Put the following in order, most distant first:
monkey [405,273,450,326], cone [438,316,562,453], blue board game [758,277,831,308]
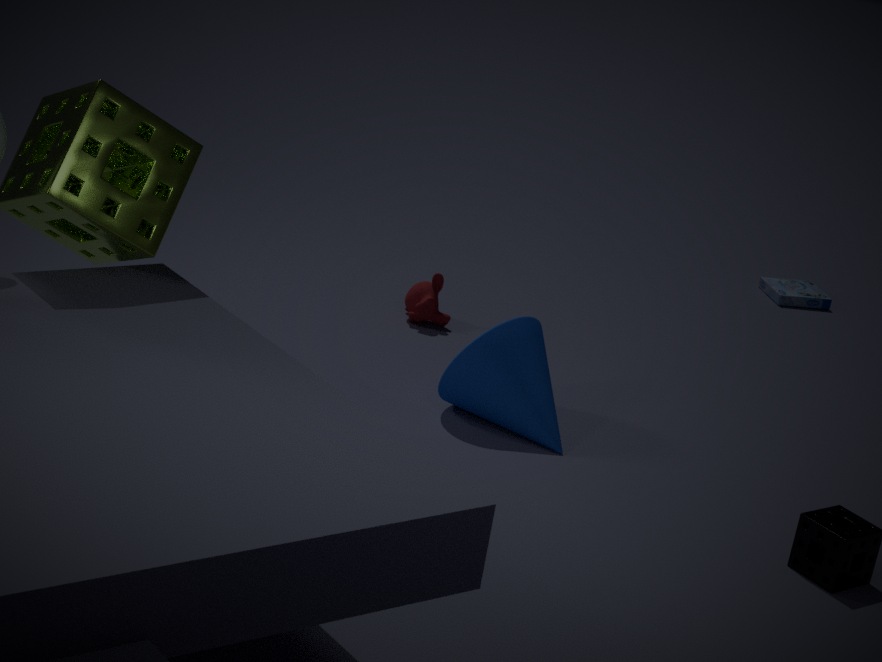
blue board game [758,277,831,308]
monkey [405,273,450,326]
cone [438,316,562,453]
